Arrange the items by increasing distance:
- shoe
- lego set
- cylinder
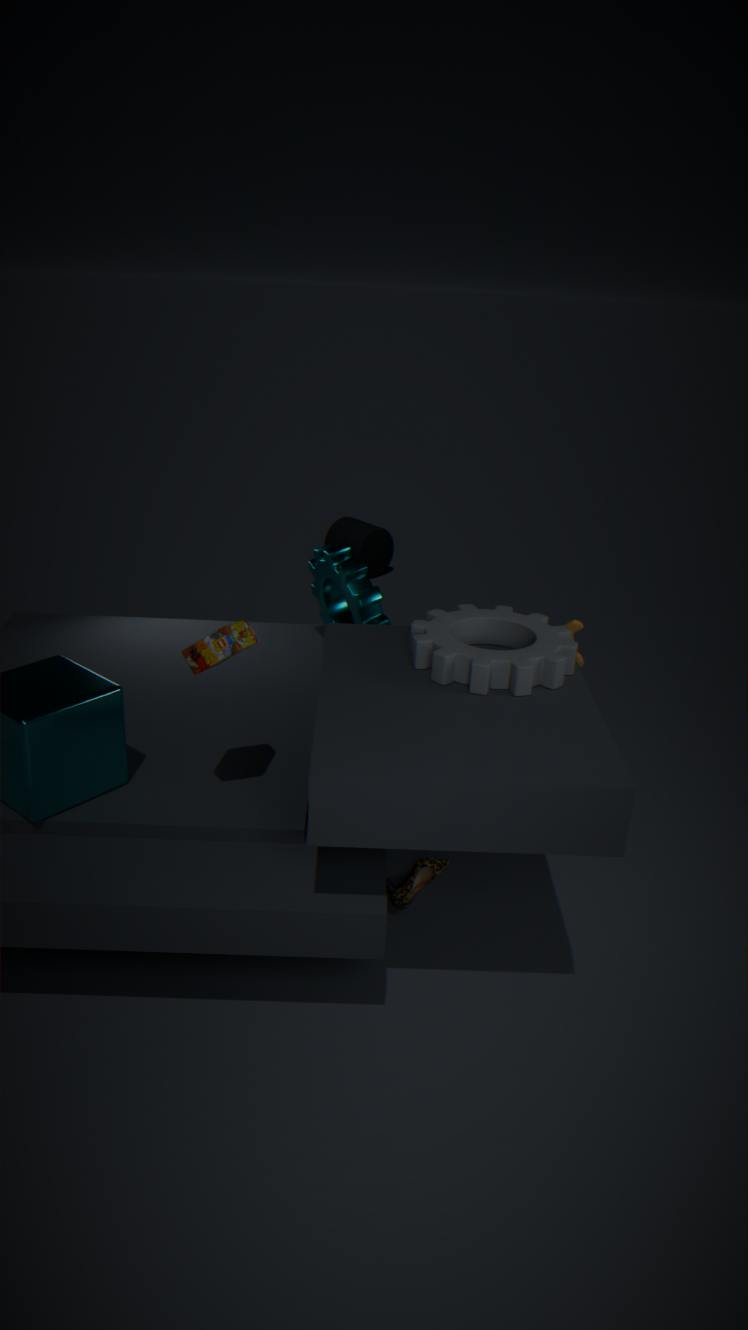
lego set
shoe
cylinder
